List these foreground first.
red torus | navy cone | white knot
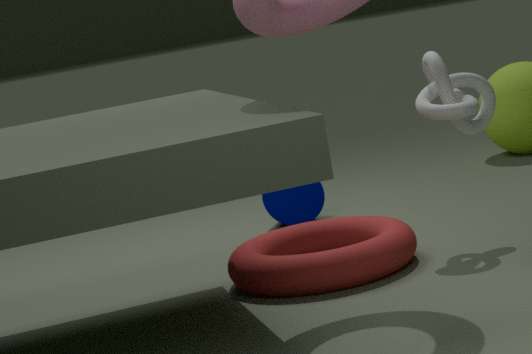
red torus < white knot < navy cone
